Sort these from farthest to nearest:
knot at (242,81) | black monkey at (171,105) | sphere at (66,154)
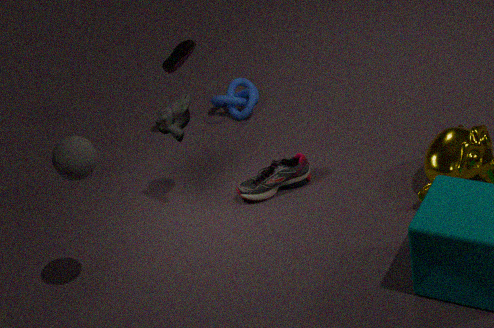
1. knot at (242,81)
2. black monkey at (171,105)
3. sphere at (66,154)
